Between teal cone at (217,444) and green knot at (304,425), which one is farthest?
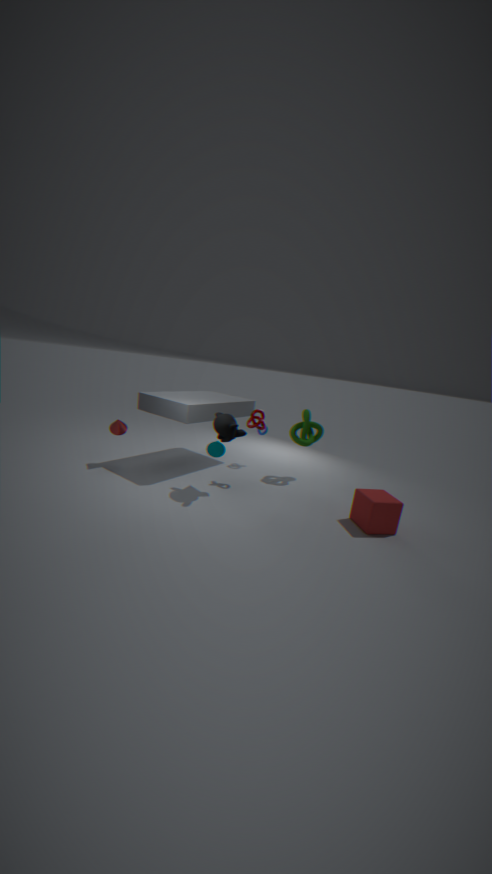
green knot at (304,425)
